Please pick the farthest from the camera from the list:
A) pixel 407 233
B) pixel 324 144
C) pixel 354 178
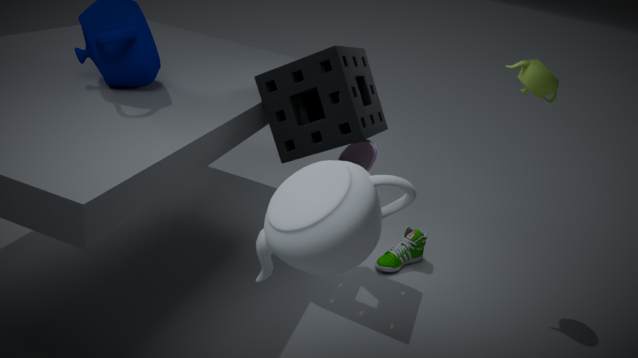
pixel 407 233
